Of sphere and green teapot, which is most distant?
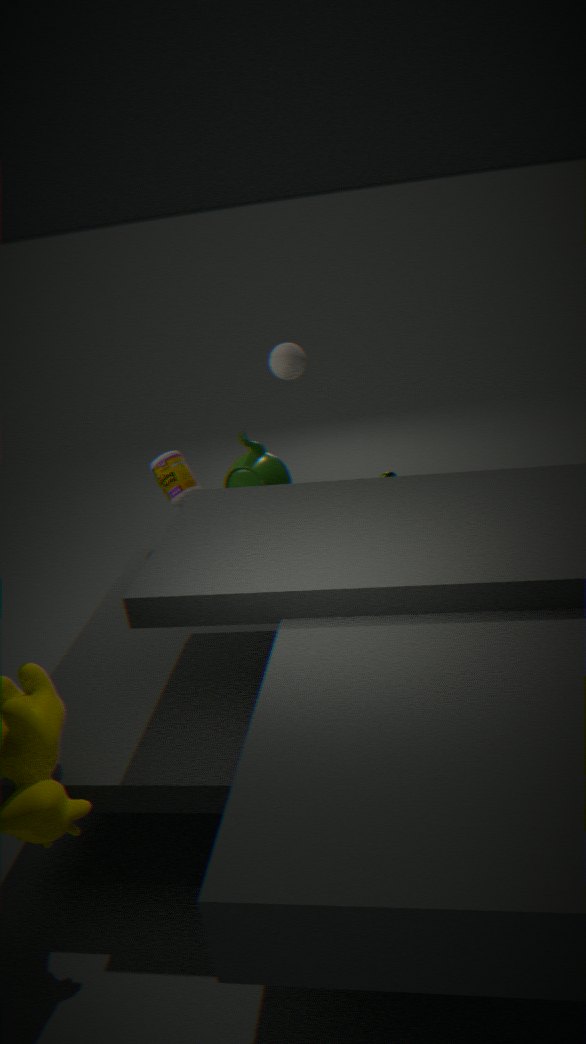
sphere
